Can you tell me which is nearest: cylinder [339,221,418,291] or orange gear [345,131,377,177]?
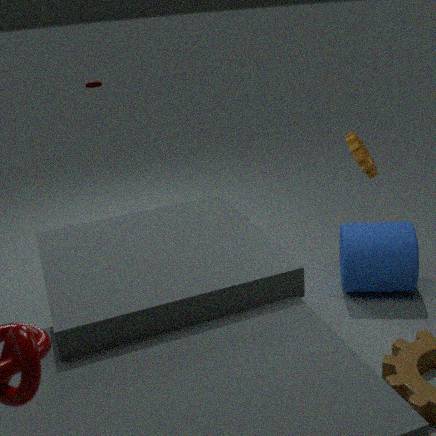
cylinder [339,221,418,291]
